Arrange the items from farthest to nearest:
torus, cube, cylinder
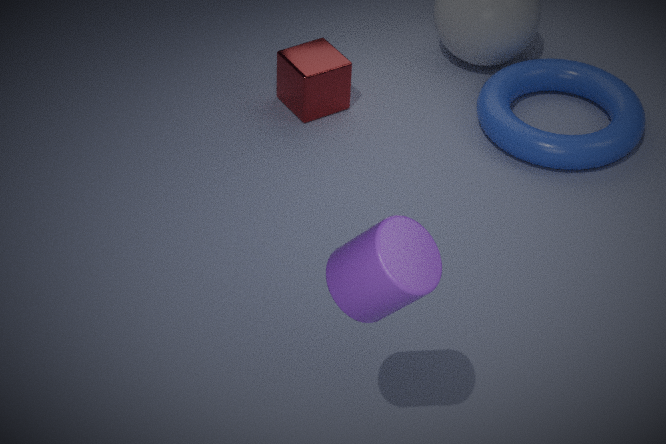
cube → torus → cylinder
